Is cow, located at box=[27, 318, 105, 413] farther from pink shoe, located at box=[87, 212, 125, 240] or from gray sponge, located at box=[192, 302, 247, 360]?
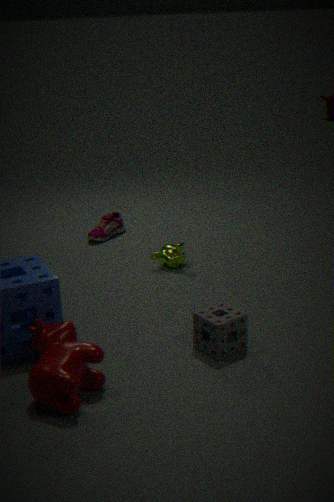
pink shoe, located at box=[87, 212, 125, 240]
